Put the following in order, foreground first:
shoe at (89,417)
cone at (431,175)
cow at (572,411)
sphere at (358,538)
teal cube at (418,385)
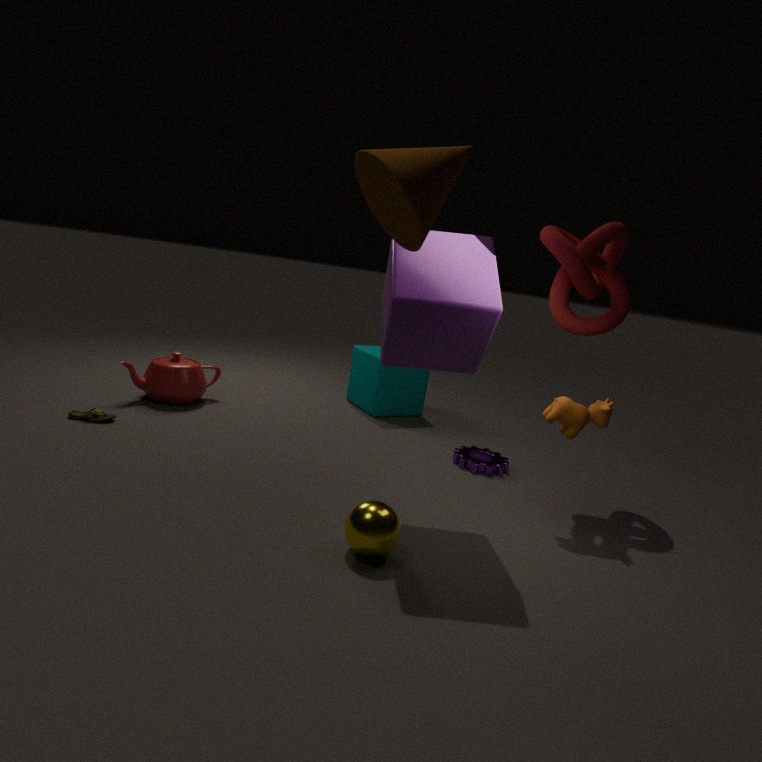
cone at (431,175)
sphere at (358,538)
cow at (572,411)
shoe at (89,417)
teal cube at (418,385)
